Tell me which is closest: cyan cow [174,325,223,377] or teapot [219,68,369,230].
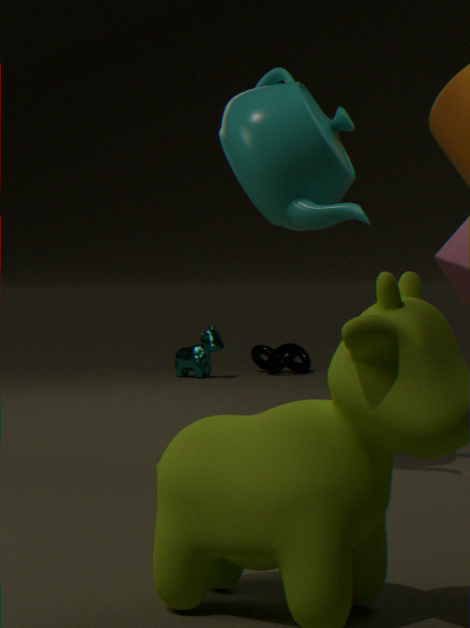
teapot [219,68,369,230]
